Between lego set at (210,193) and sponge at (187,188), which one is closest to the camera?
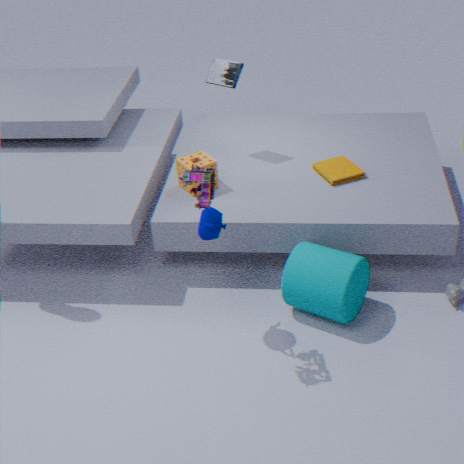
lego set at (210,193)
